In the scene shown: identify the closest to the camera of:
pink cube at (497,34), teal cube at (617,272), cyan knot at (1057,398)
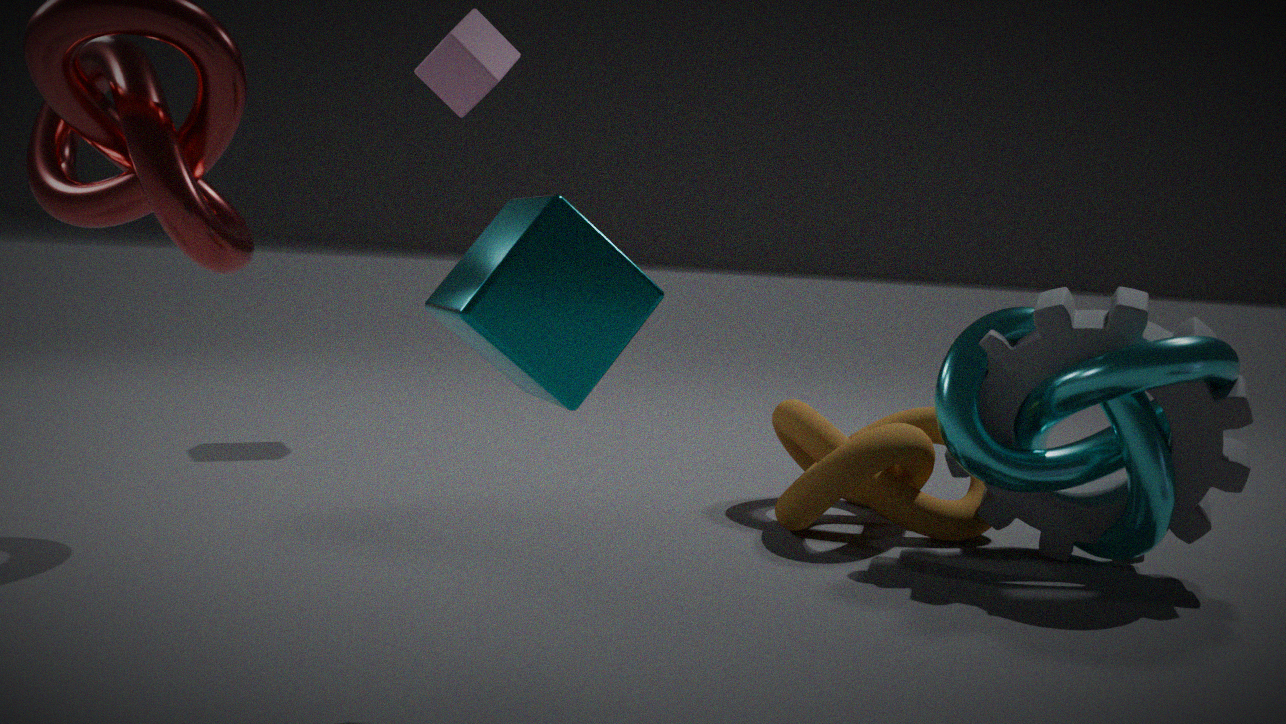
teal cube at (617,272)
